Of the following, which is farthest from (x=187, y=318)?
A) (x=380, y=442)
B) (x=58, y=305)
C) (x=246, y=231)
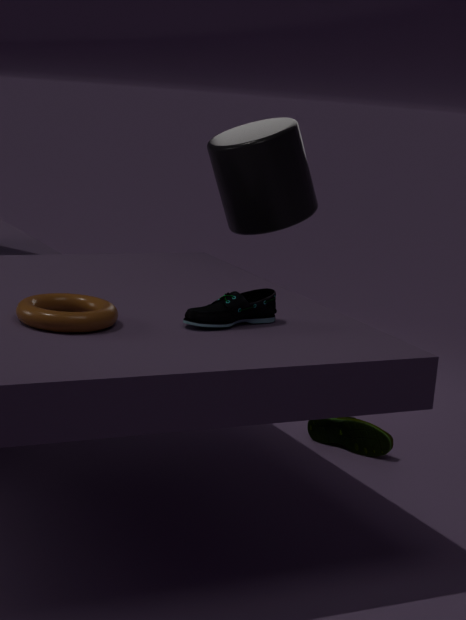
(x=246, y=231)
